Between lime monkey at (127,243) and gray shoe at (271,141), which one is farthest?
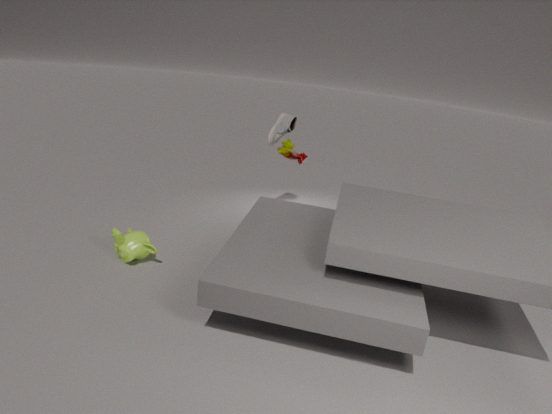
gray shoe at (271,141)
